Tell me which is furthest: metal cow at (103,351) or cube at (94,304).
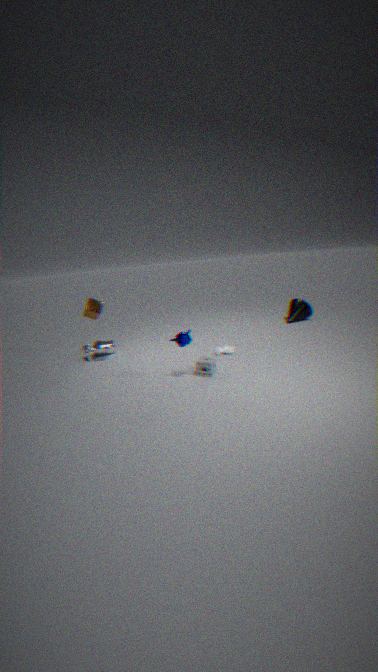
metal cow at (103,351)
